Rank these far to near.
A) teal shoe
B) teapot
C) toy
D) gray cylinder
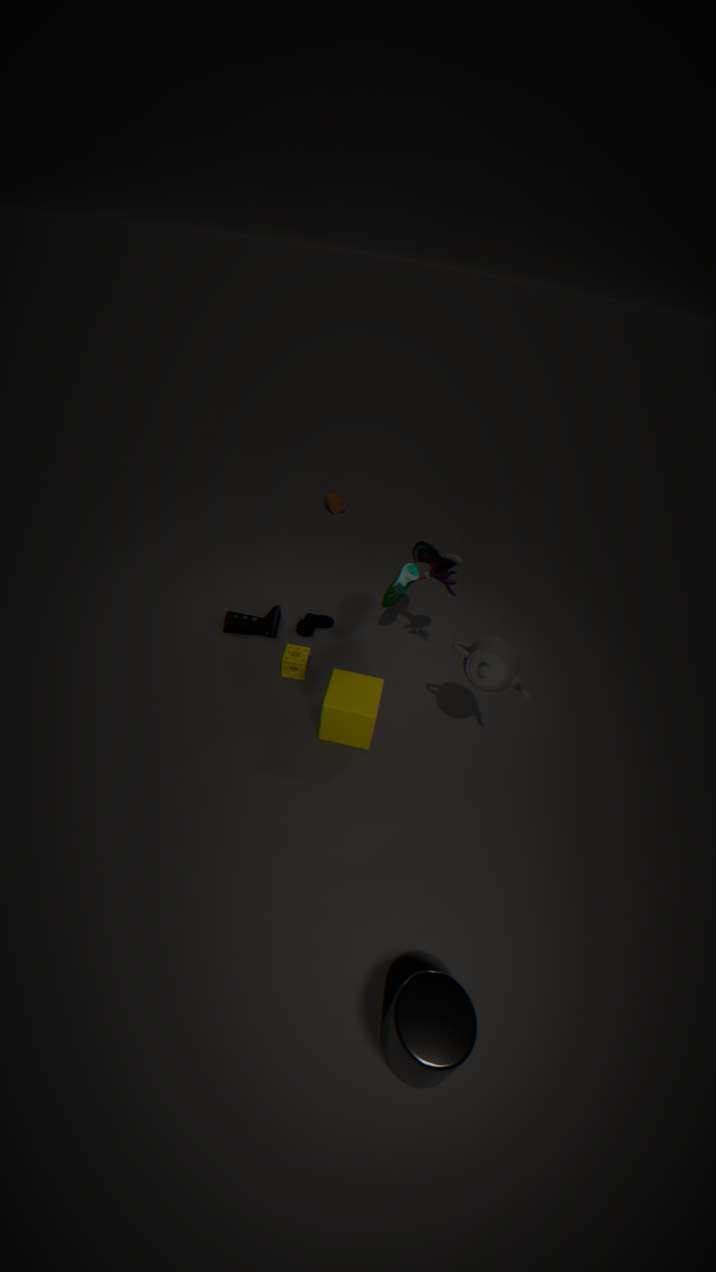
teal shoe
toy
teapot
gray cylinder
